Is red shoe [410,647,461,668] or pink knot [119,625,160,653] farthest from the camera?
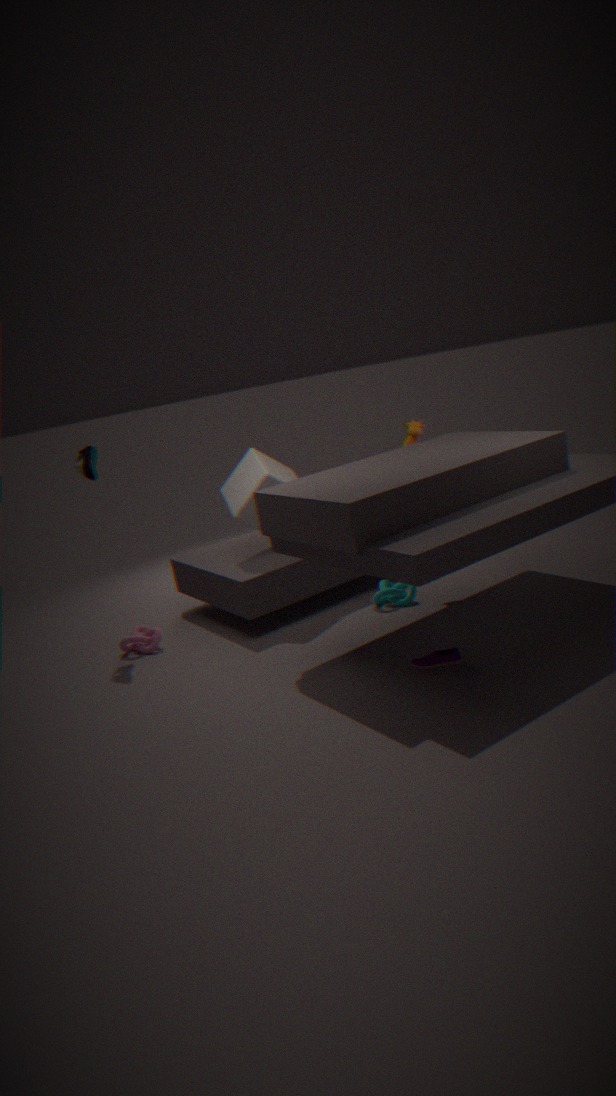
pink knot [119,625,160,653]
